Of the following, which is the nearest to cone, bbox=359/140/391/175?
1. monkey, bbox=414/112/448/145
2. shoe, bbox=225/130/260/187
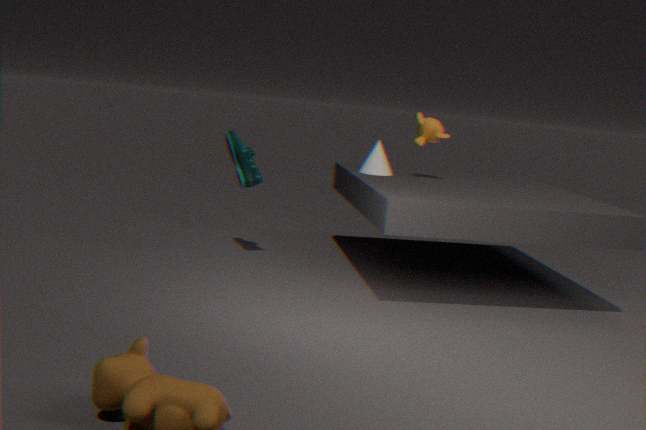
monkey, bbox=414/112/448/145
